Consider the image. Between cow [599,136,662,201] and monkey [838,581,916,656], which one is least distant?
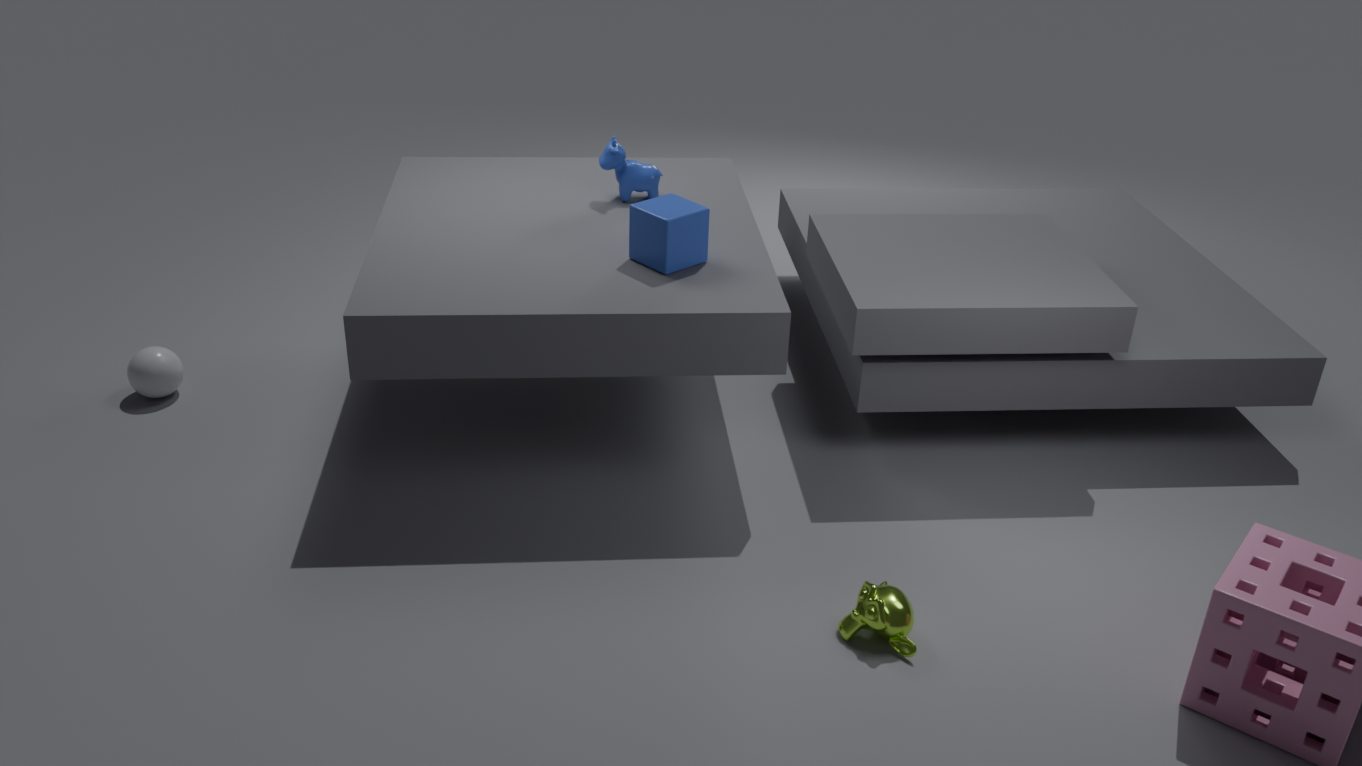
monkey [838,581,916,656]
